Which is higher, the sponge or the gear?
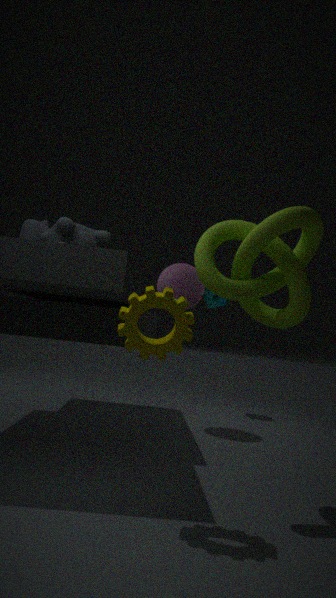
the sponge
